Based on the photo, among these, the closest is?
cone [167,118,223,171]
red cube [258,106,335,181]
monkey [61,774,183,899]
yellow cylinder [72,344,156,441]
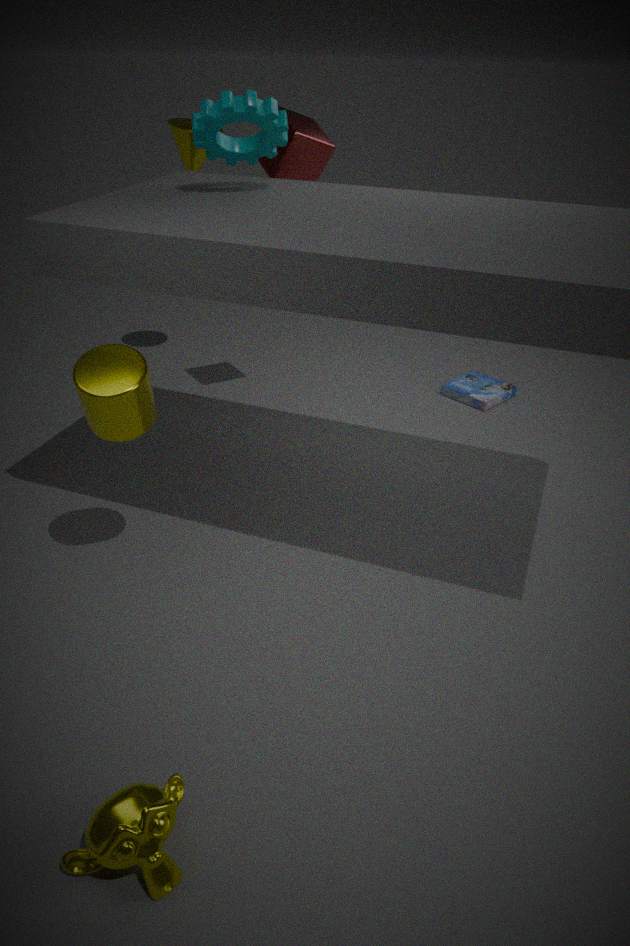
monkey [61,774,183,899]
